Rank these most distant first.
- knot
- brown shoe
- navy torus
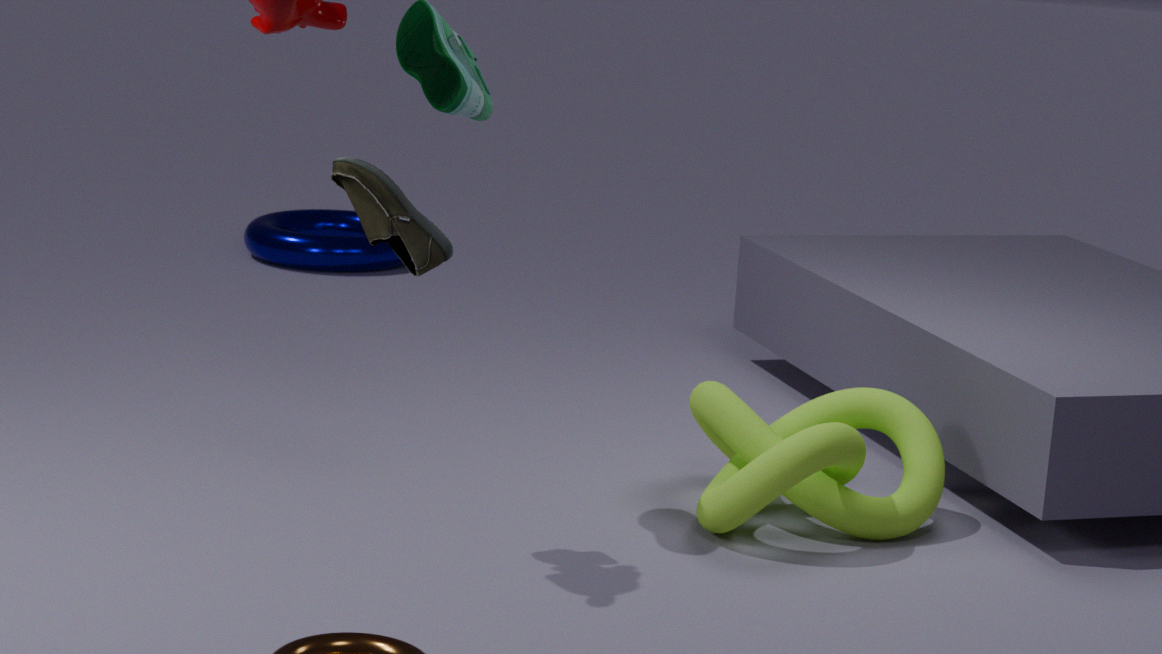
navy torus → knot → brown shoe
